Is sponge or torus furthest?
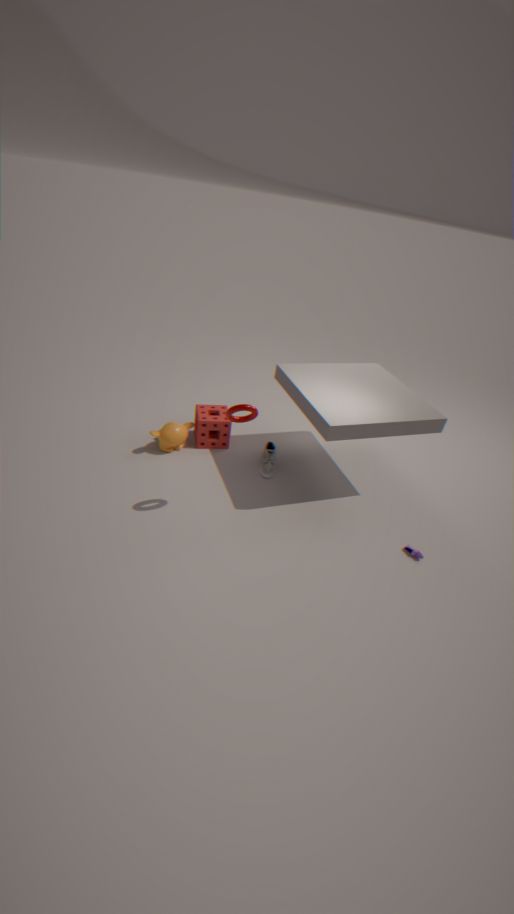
sponge
